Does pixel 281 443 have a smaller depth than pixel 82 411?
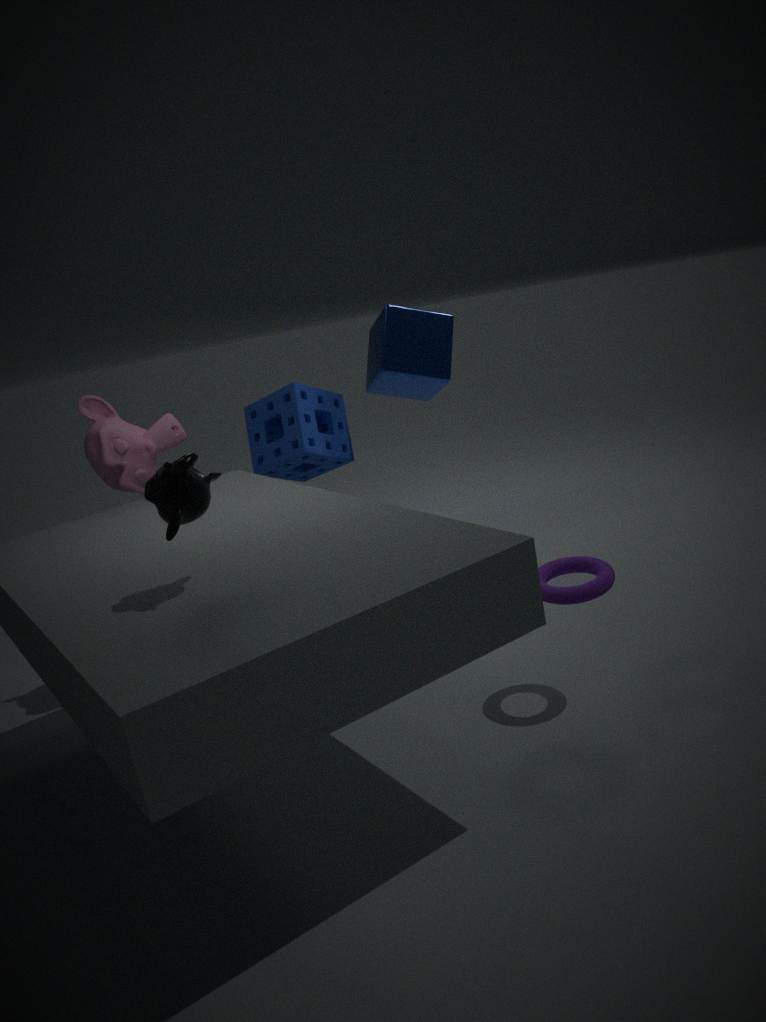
No
